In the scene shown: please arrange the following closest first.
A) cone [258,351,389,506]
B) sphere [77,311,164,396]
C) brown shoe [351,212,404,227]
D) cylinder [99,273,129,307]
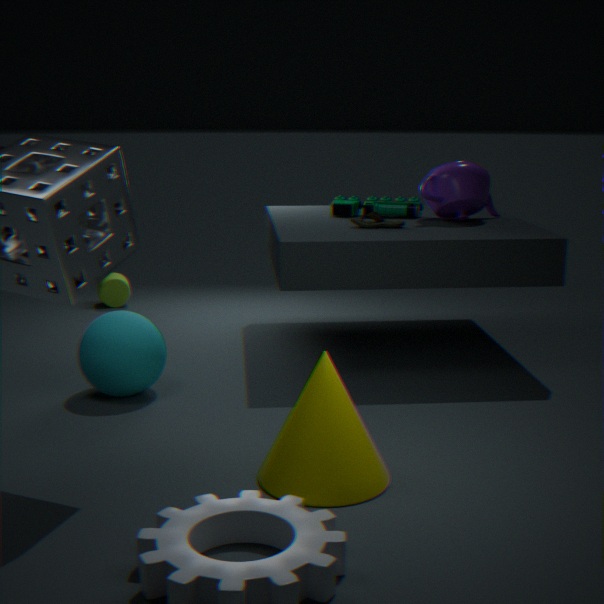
cone [258,351,389,506], sphere [77,311,164,396], brown shoe [351,212,404,227], cylinder [99,273,129,307]
